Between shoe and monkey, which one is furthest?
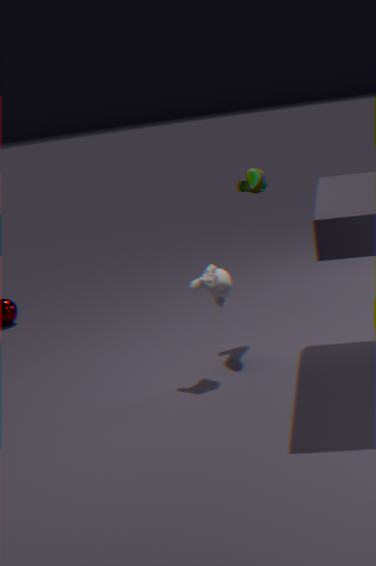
shoe
